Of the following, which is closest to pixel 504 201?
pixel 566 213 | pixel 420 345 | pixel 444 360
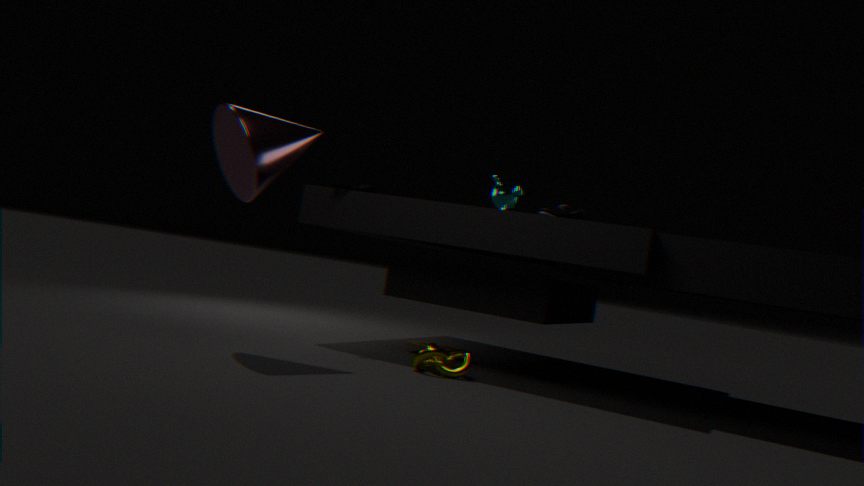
pixel 566 213
